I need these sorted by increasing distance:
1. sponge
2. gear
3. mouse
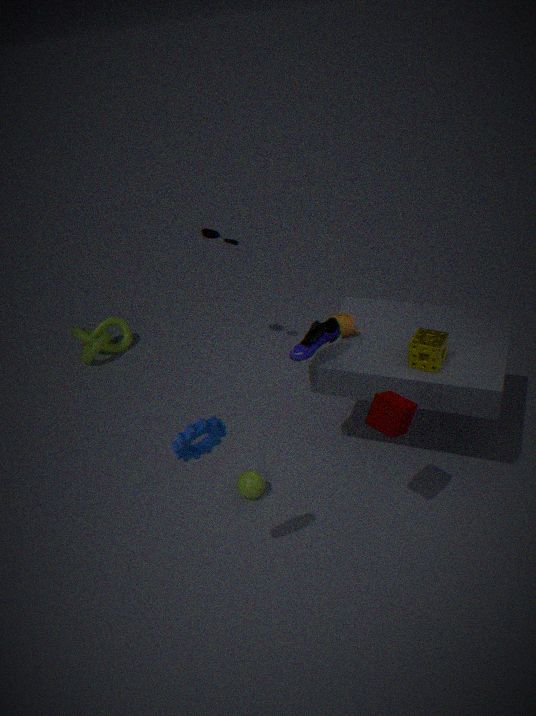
1. gear
2. sponge
3. mouse
